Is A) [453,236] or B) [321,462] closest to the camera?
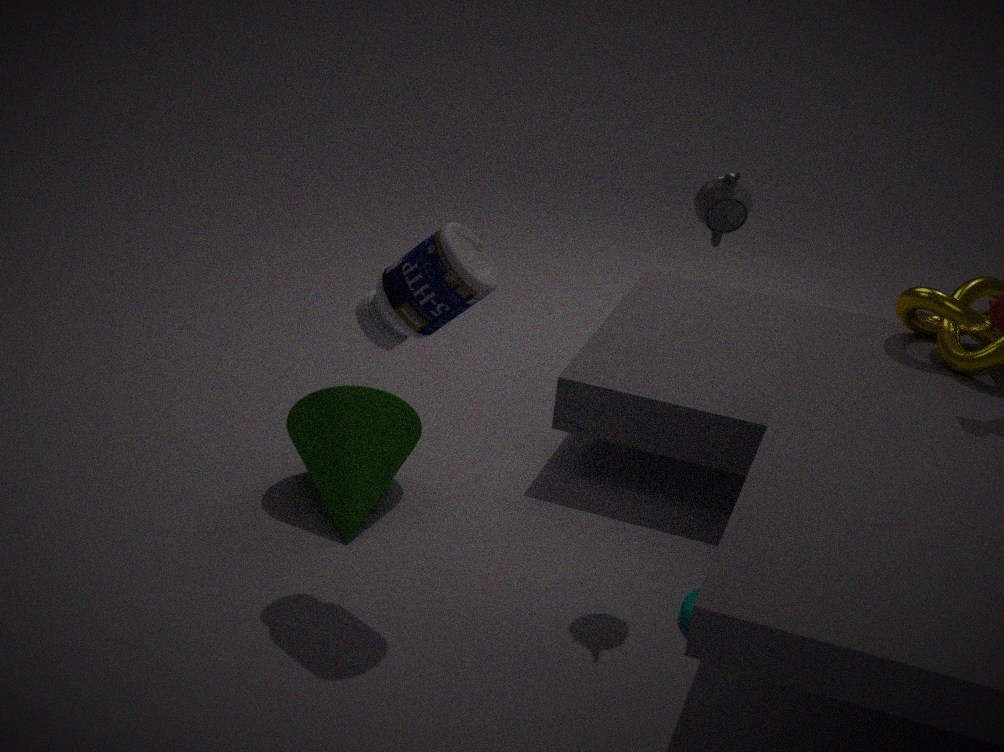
A. [453,236]
